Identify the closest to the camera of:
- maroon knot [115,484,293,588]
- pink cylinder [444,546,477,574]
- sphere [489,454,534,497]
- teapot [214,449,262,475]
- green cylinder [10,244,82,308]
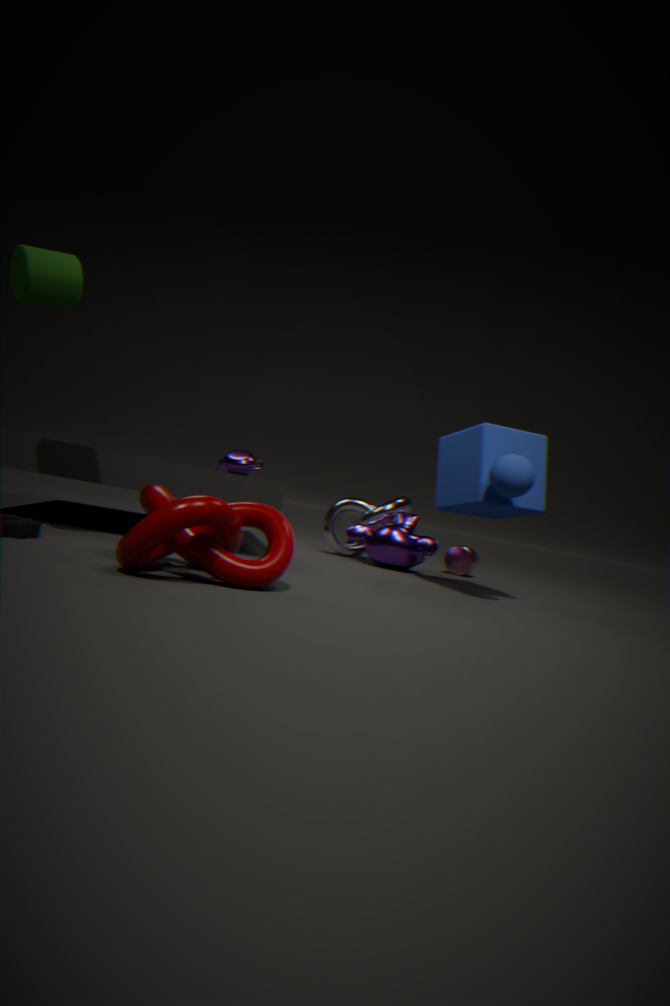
maroon knot [115,484,293,588]
